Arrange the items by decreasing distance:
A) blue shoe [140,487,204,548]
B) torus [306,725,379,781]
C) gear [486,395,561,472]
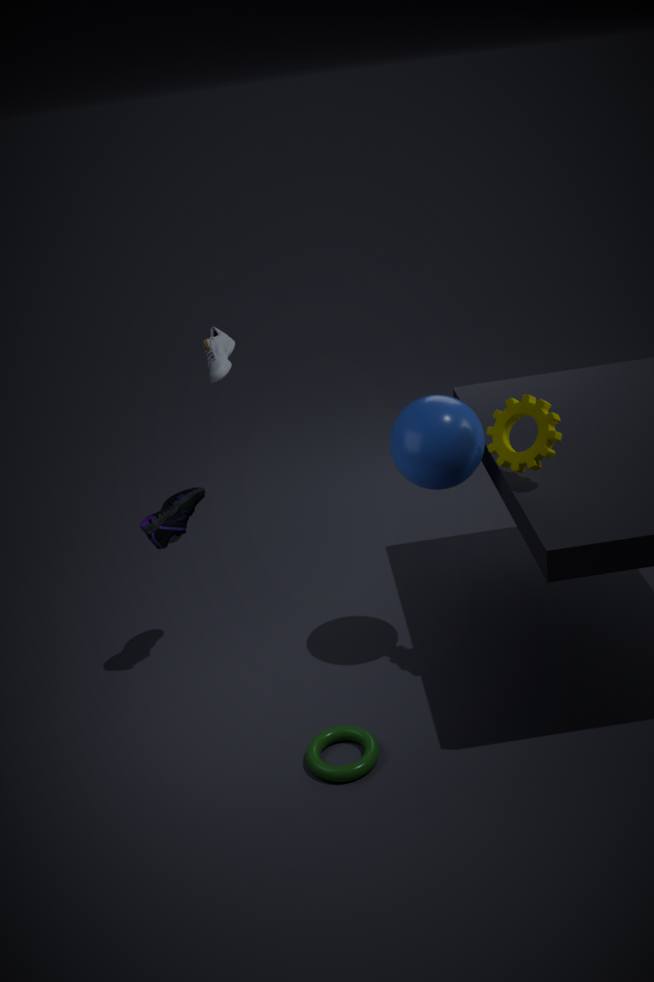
blue shoe [140,487,204,548] < torus [306,725,379,781] < gear [486,395,561,472]
